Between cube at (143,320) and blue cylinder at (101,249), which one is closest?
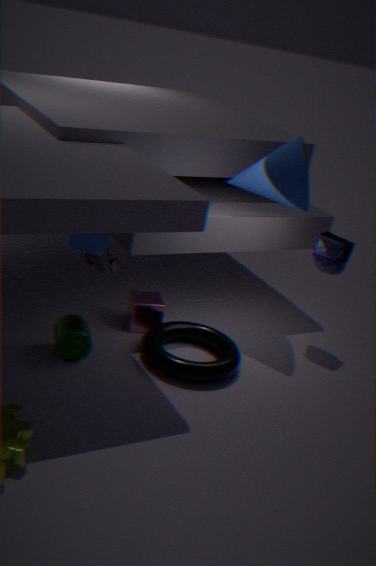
blue cylinder at (101,249)
